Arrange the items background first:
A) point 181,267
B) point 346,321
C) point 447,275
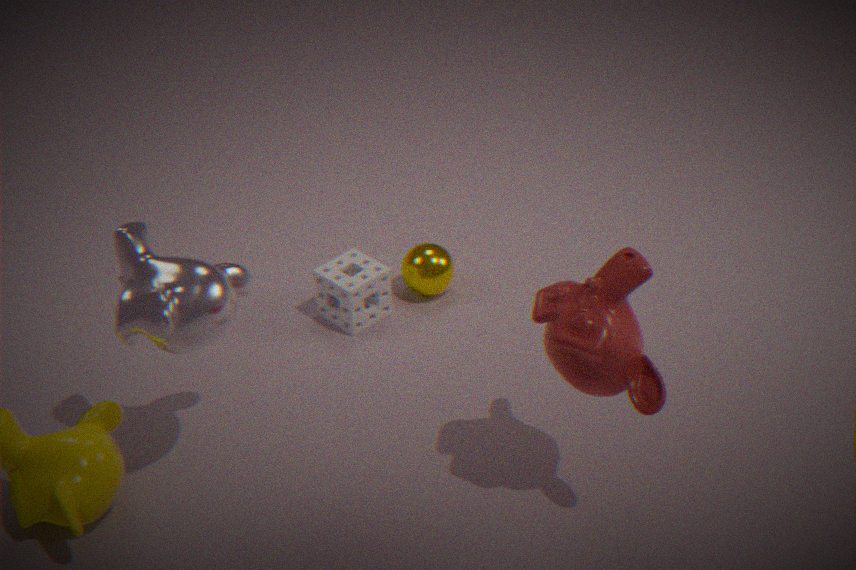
point 447,275
point 346,321
point 181,267
